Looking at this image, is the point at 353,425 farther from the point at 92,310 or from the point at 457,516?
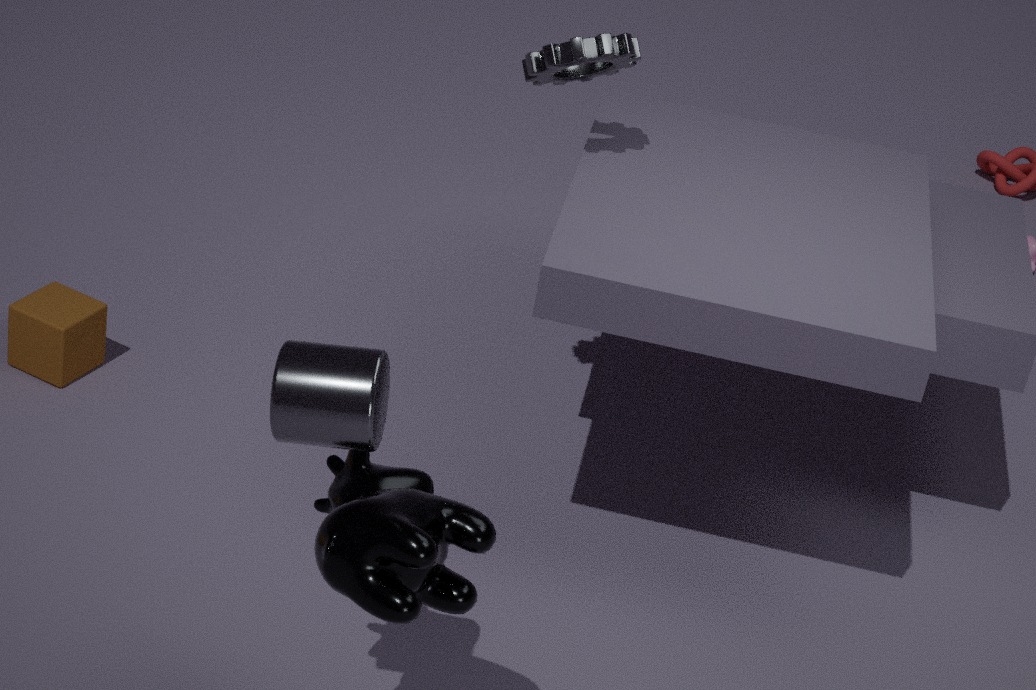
the point at 92,310
